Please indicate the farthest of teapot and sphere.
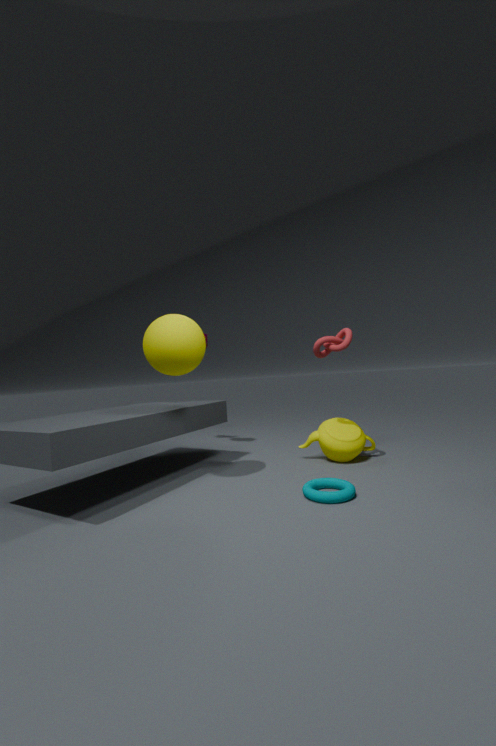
teapot
